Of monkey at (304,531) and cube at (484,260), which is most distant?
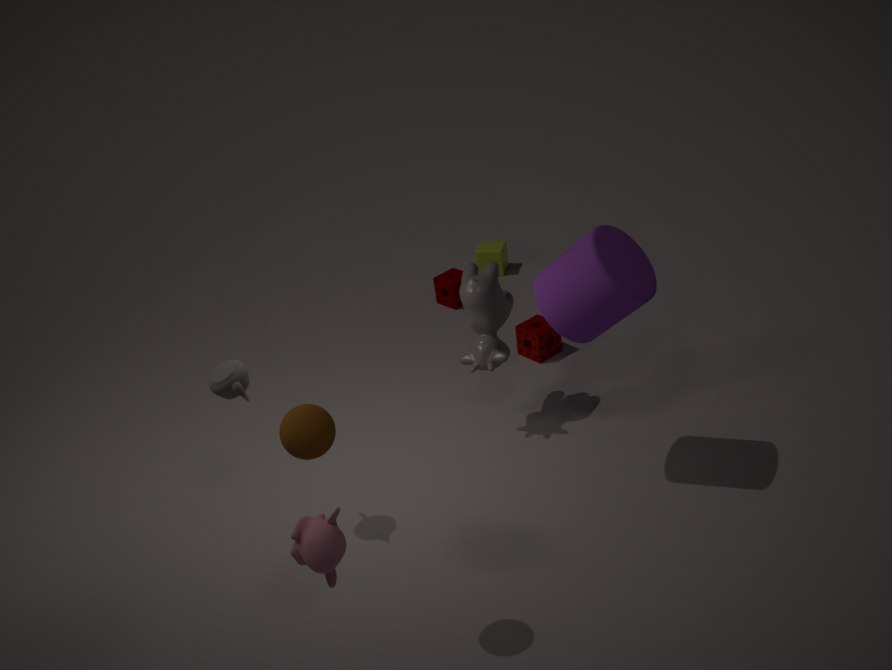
cube at (484,260)
